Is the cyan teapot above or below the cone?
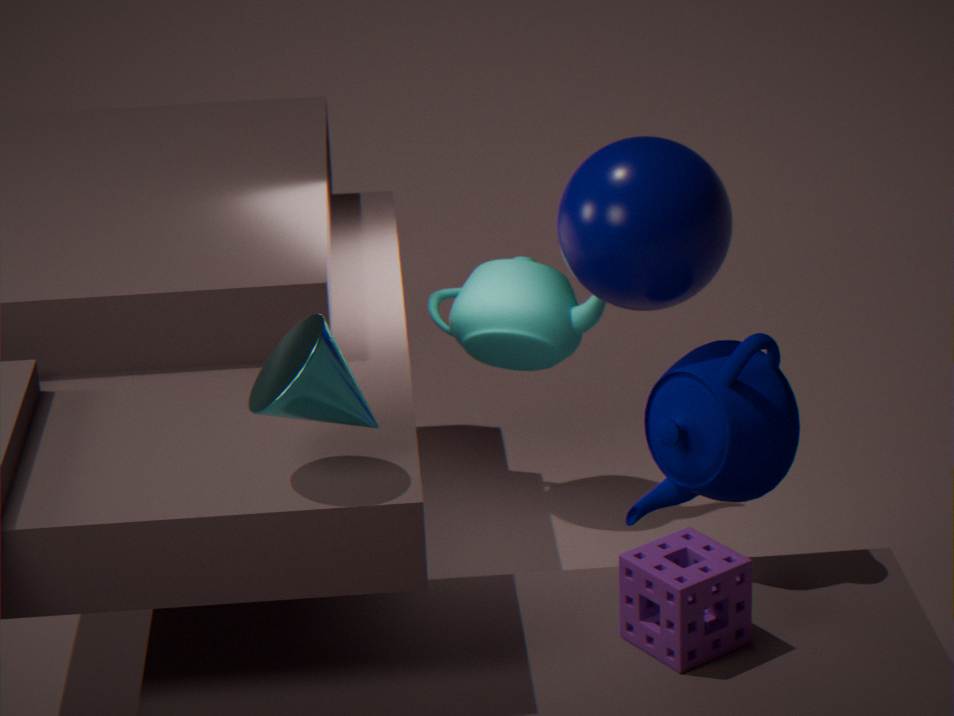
below
